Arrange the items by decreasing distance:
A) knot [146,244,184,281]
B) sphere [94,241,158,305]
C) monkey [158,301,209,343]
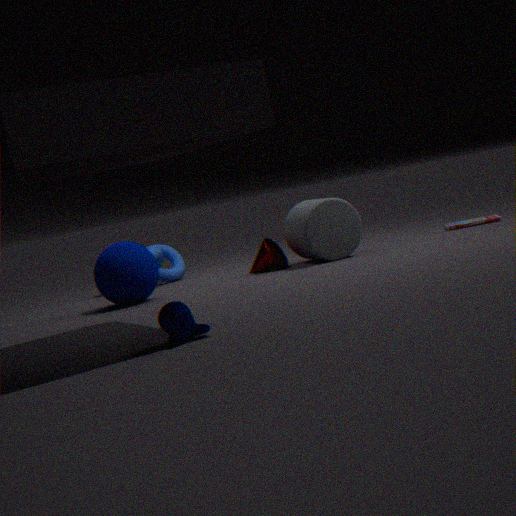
knot [146,244,184,281] → sphere [94,241,158,305] → monkey [158,301,209,343]
